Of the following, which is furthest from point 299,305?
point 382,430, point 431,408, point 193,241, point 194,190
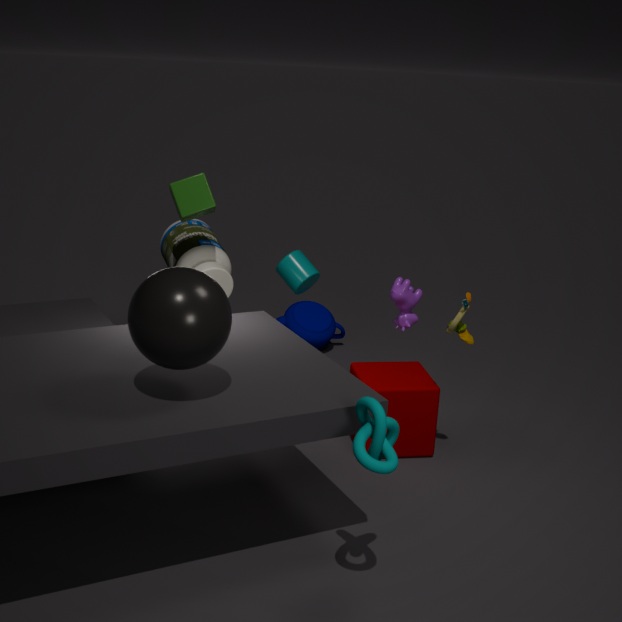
point 382,430
